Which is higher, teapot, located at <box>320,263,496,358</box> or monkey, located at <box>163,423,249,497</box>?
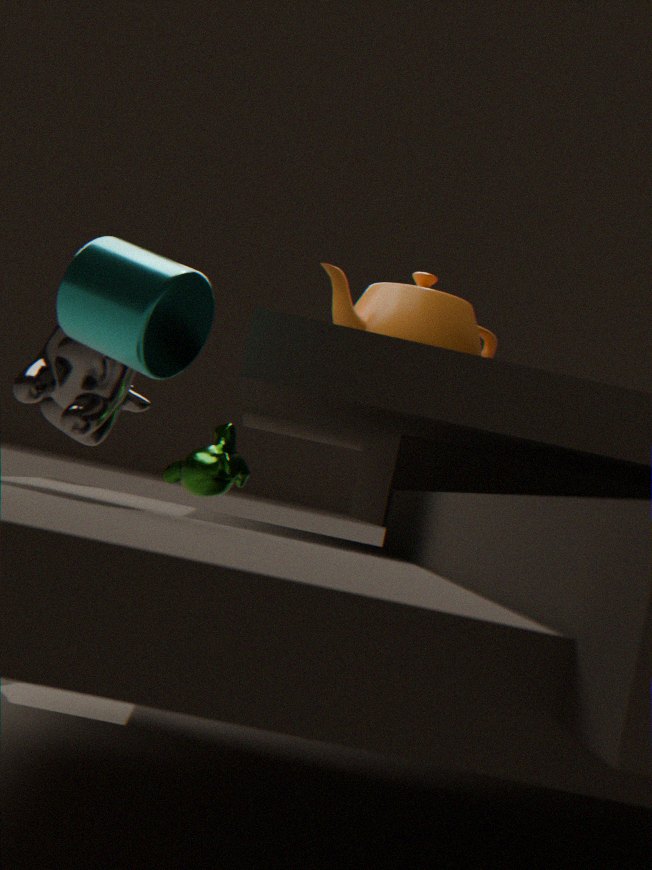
teapot, located at <box>320,263,496,358</box>
